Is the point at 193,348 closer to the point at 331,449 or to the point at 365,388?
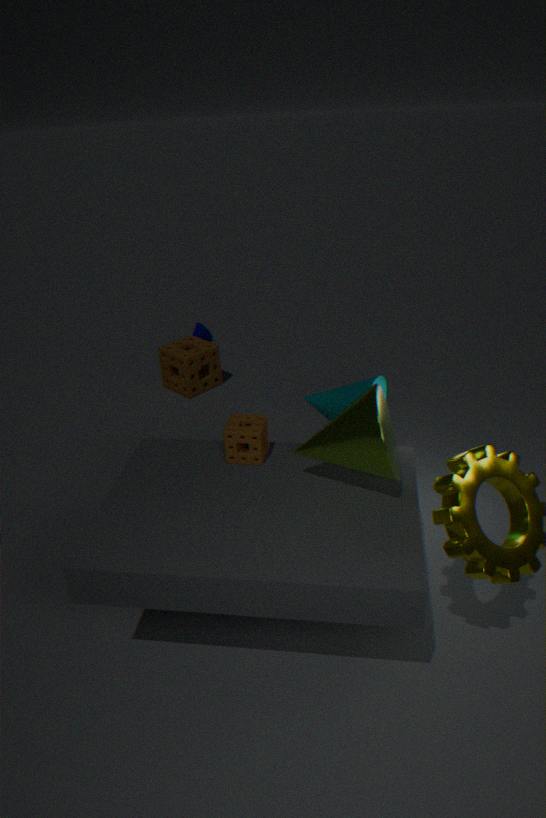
the point at 365,388
